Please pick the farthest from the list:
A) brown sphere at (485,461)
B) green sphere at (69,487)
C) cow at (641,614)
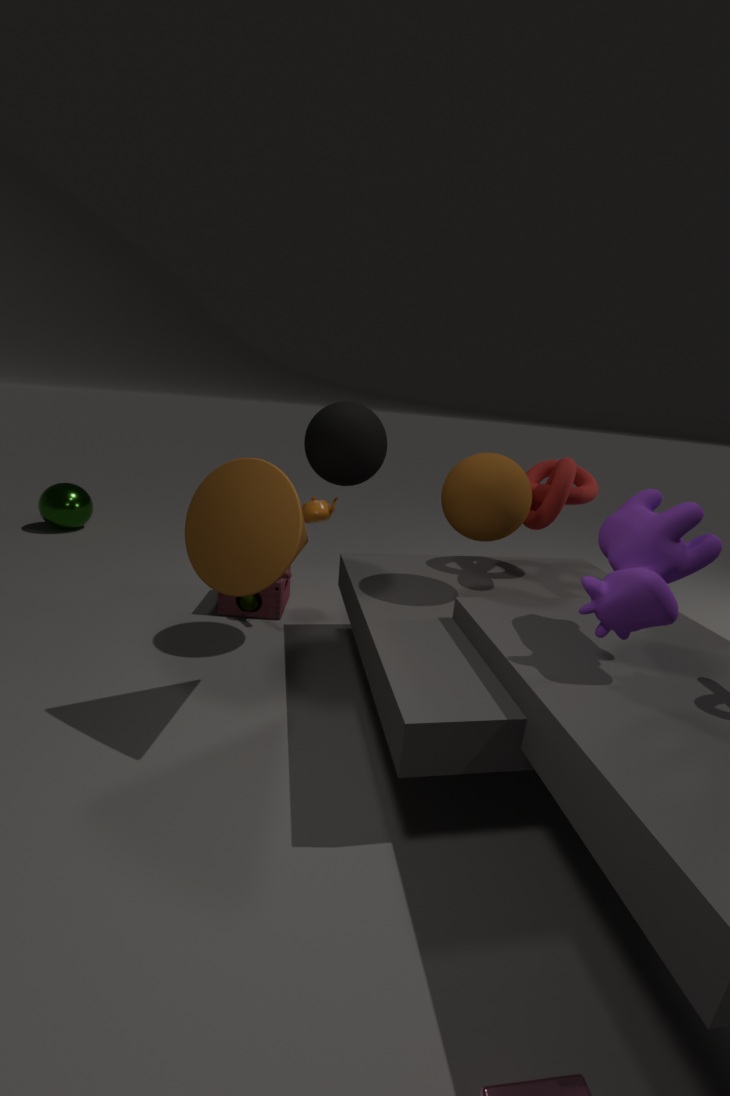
green sphere at (69,487)
